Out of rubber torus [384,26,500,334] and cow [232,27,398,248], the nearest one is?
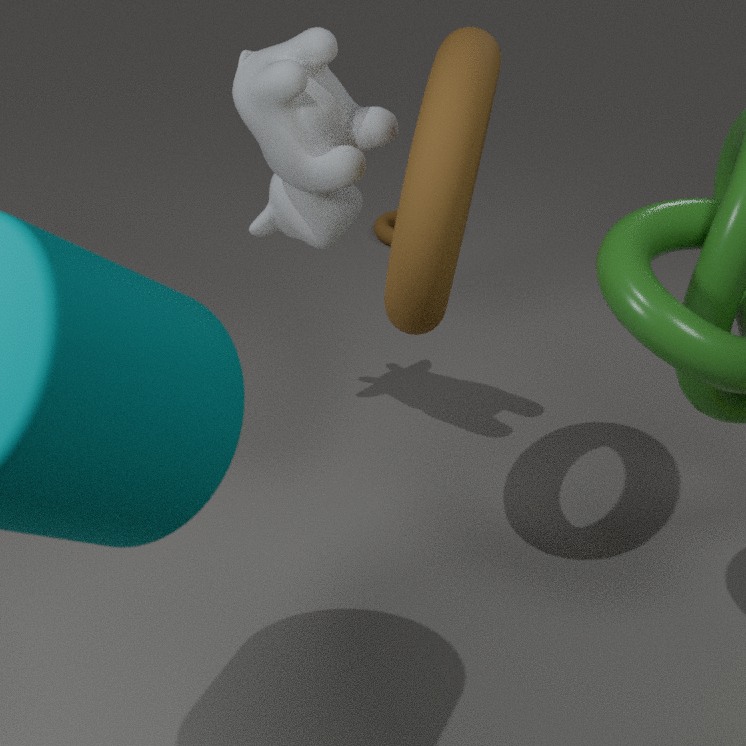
rubber torus [384,26,500,334]
